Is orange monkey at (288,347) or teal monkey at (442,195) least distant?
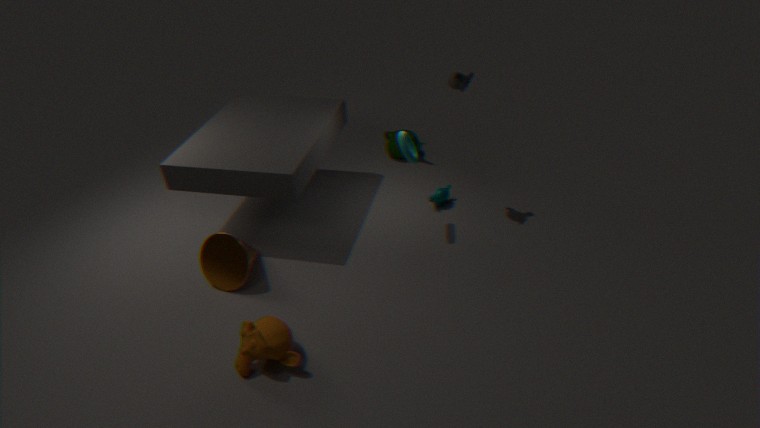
orange monkey at (288,347)
